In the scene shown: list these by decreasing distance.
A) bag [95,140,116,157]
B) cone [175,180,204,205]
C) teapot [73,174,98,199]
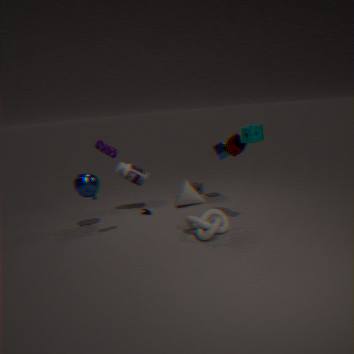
cone [175,180,204,205], teapot [73,174,98,199], bag [95,140,116,157]
